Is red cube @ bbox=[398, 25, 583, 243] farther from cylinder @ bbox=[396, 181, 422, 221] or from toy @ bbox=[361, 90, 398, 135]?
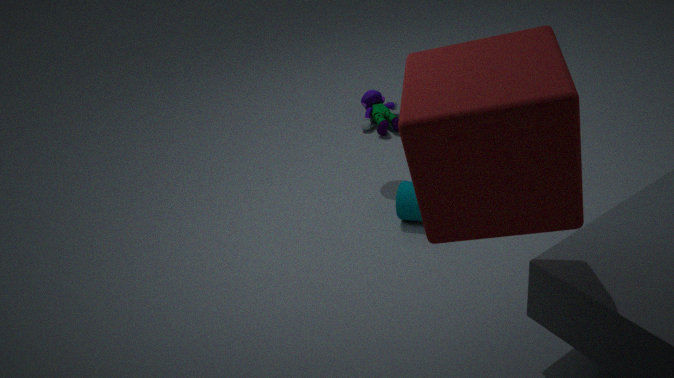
toy @ bbox=[361, 90, 398, 135]
